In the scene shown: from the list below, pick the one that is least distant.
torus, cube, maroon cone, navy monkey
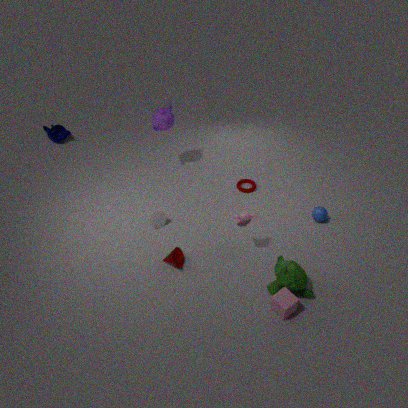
cube
